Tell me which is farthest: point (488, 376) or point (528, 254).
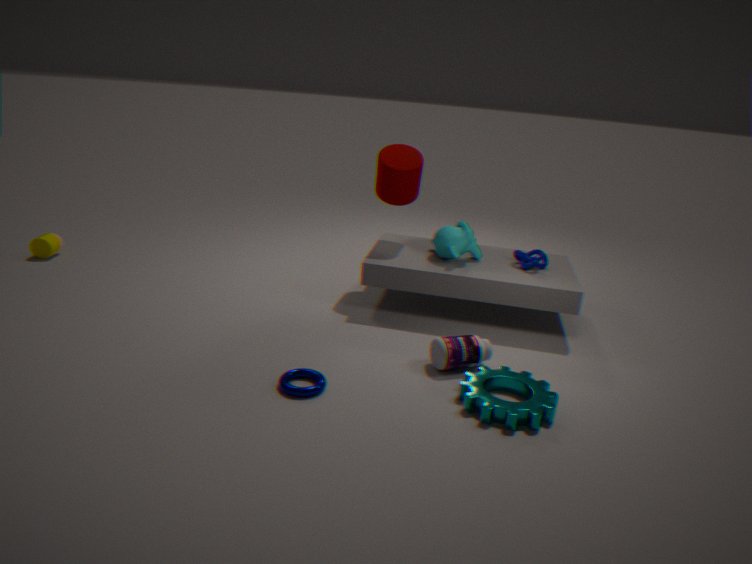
point (528, 254)
